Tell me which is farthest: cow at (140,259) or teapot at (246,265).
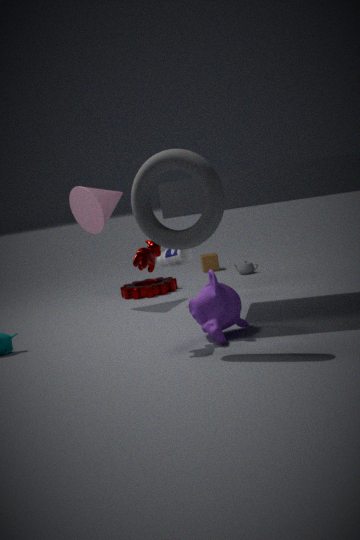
teapot at (246,265)
